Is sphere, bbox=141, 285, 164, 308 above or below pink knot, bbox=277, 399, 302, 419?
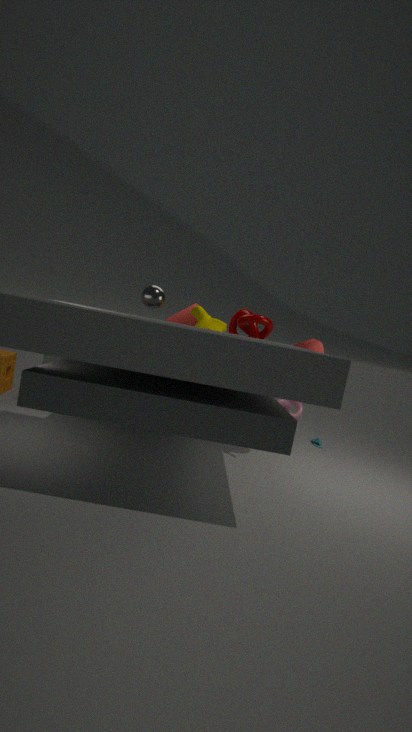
above
